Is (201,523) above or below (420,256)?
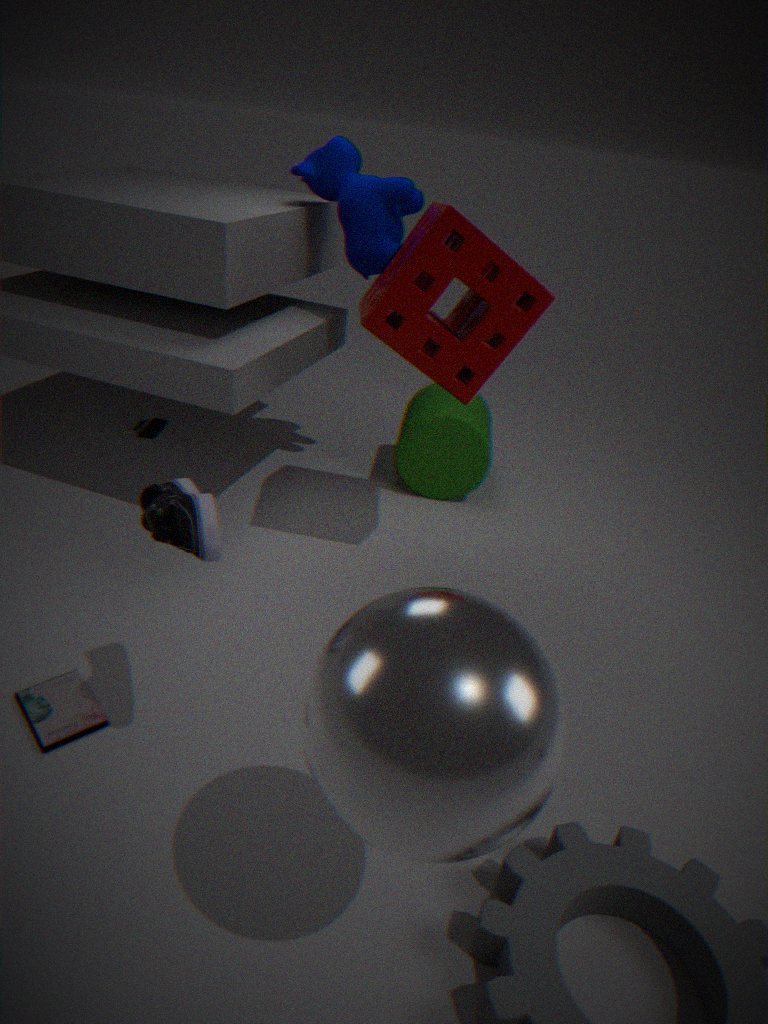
below
